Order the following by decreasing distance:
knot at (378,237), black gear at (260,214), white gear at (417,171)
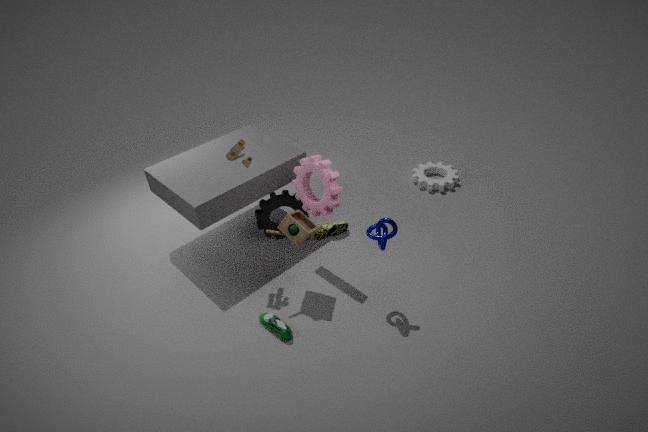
white gear at (417,171) < black gear at (260,214) < knot at (378,237)
